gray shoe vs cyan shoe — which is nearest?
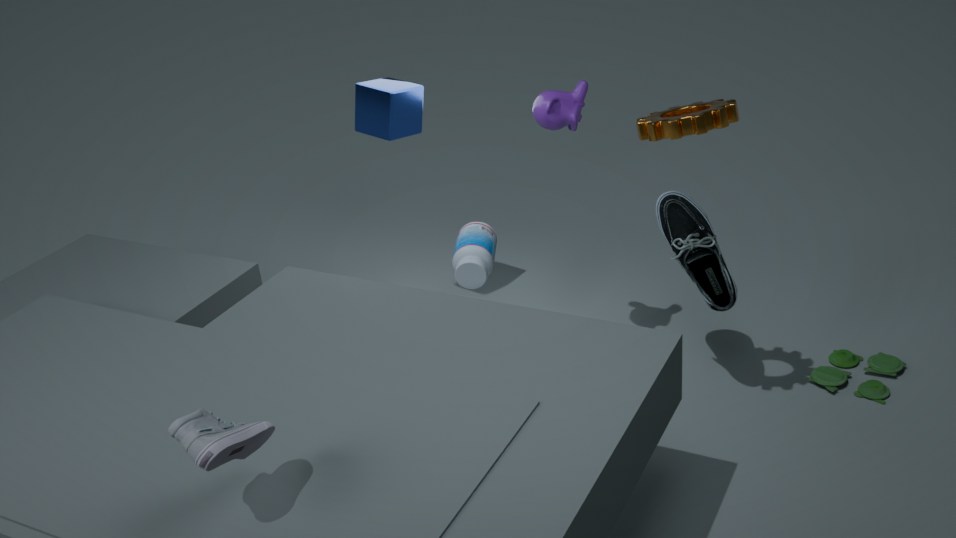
gray shoe
